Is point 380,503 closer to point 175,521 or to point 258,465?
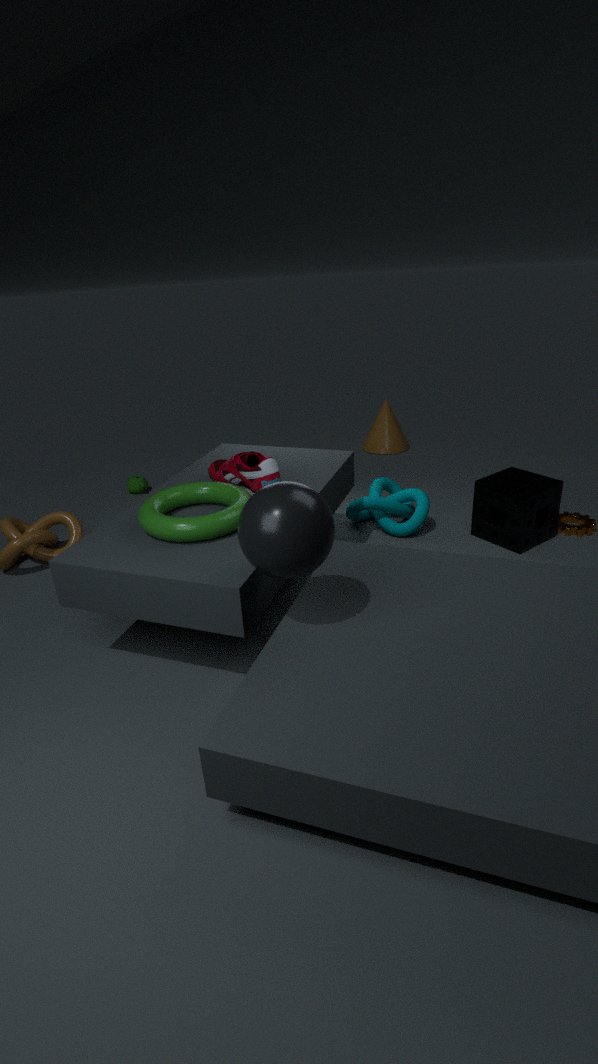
point 258,465
